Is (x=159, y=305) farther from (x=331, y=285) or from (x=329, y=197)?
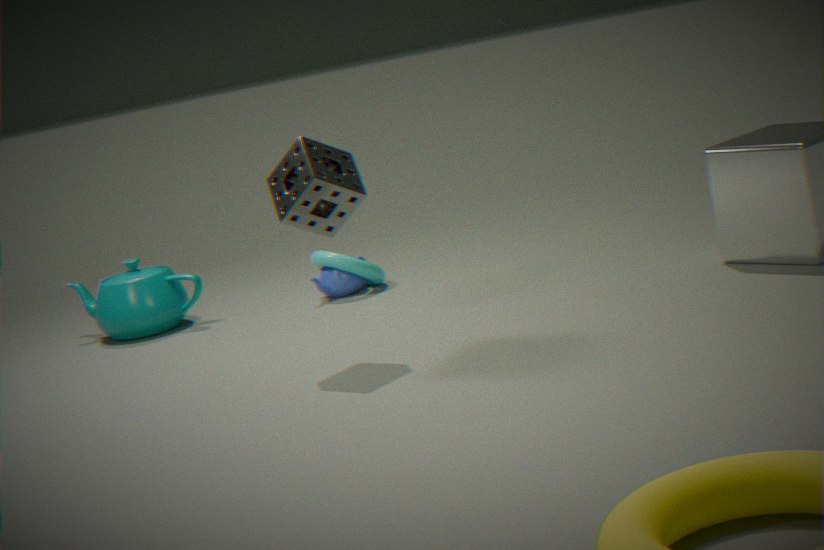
(x=329, y=197)
